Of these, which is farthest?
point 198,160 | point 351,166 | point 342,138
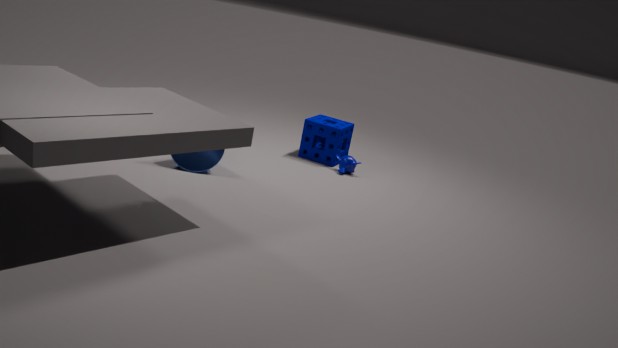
point 342,138
